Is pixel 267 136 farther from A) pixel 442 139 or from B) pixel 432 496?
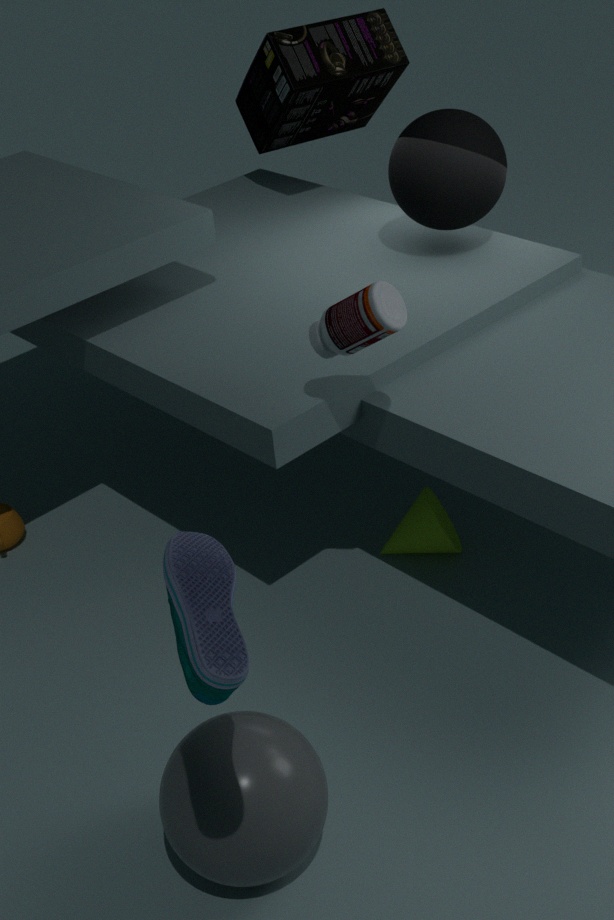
B) pixel 432 496
